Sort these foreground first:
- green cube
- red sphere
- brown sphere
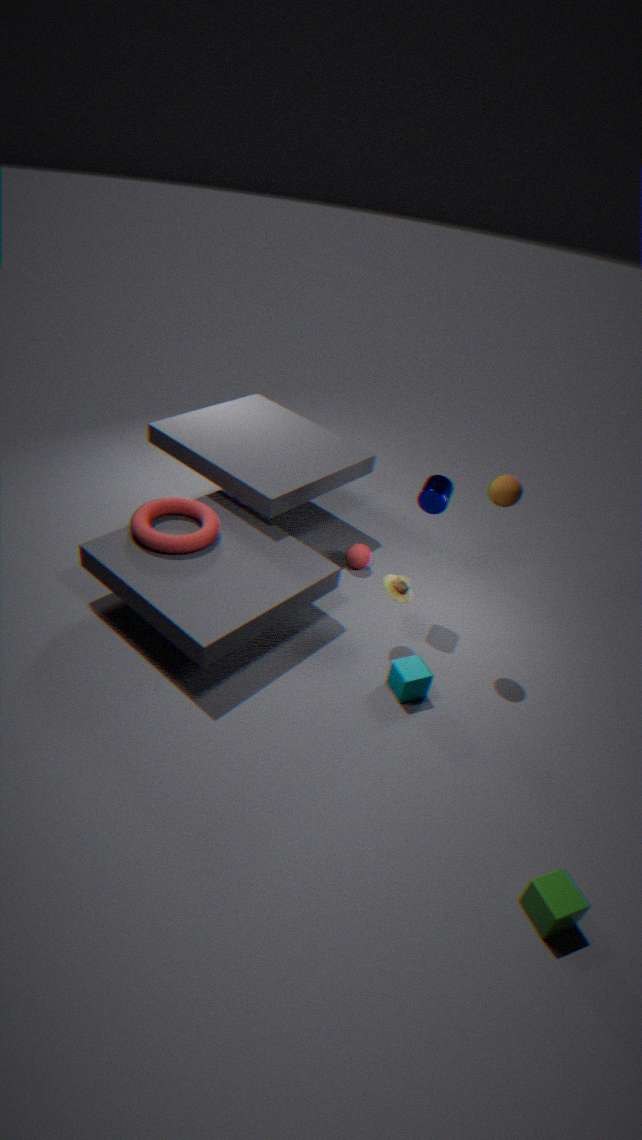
green cube
brown sphere
red sphere
